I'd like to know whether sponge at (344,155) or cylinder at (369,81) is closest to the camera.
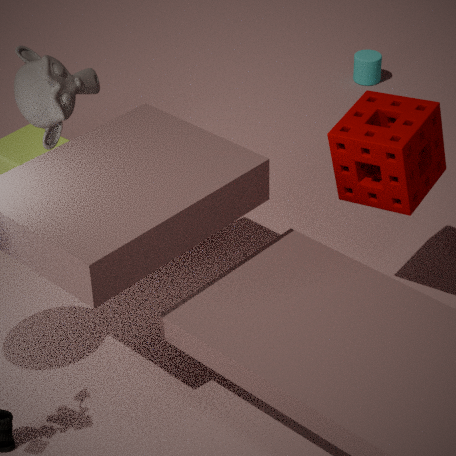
sponge at (344,155)
